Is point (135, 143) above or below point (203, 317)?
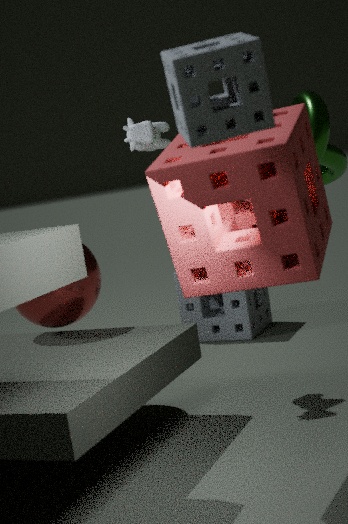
above
